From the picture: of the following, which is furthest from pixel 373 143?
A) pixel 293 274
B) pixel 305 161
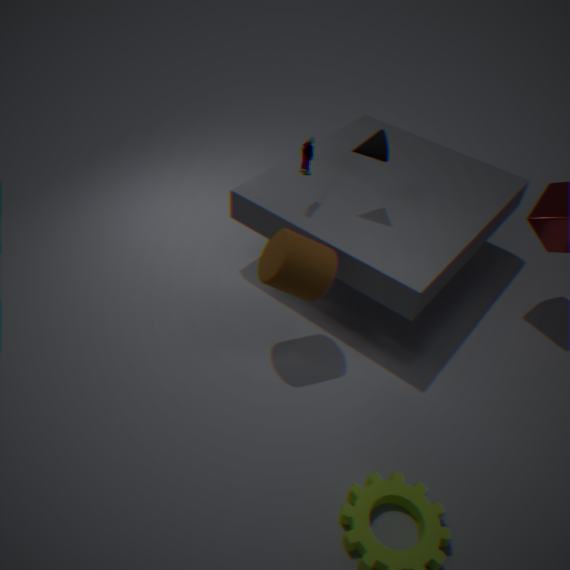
pixel 293 274
